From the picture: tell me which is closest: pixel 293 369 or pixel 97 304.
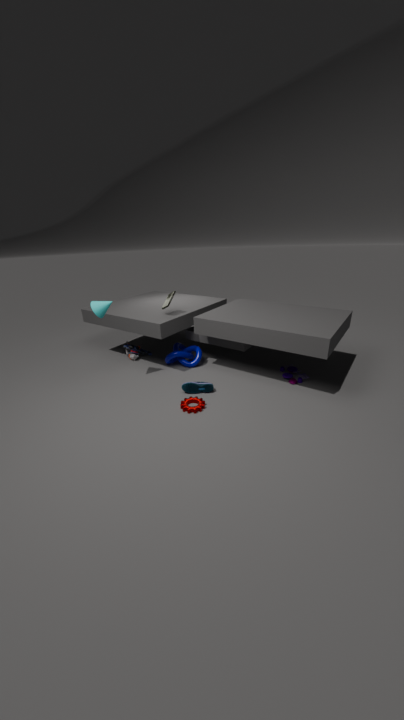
pixel 97 304
